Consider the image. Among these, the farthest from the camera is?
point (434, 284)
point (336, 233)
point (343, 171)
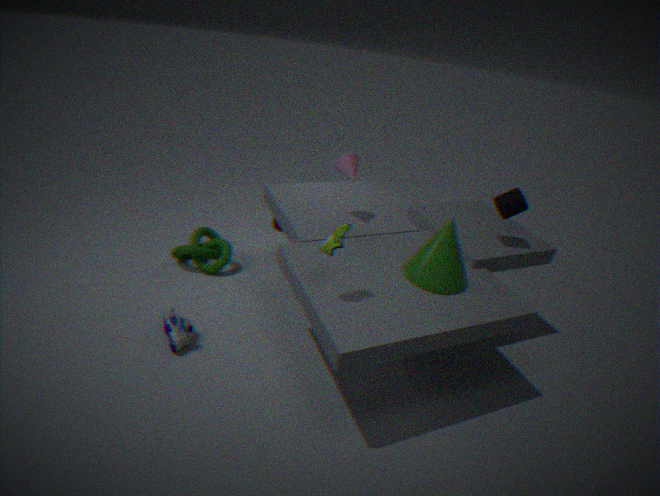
point (343, 171)
